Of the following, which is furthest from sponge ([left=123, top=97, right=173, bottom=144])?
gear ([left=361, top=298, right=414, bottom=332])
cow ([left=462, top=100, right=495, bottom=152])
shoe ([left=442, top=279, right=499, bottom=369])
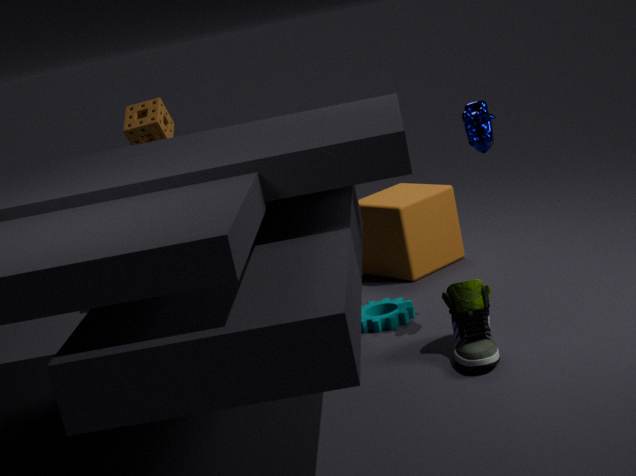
shoe ([left=442, top=279, right=499, bottom=369])
